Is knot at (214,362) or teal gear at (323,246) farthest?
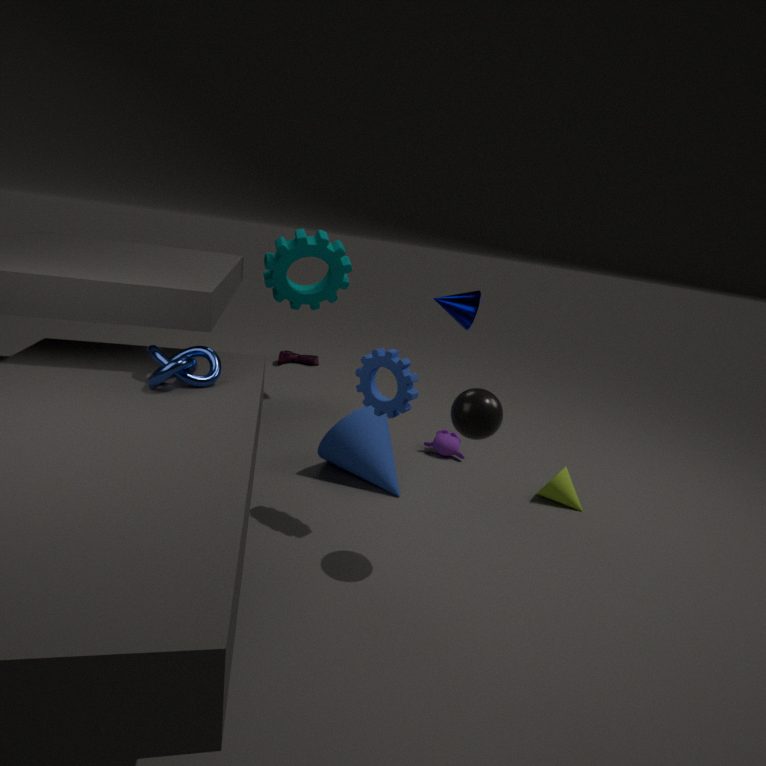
teal gear at (323,246)
